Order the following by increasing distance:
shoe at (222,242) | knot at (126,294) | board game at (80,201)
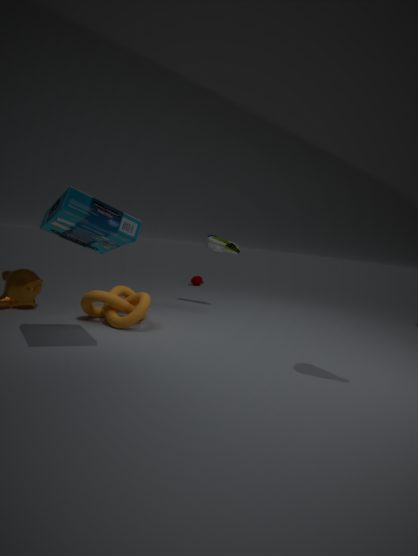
board game at (80,201) < knot at (126,294) < shoe at (222,242)
